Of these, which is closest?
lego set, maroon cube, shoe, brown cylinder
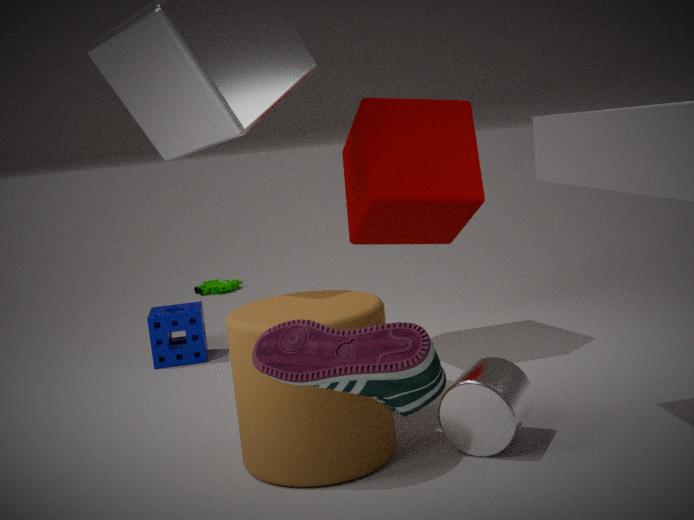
shoe
